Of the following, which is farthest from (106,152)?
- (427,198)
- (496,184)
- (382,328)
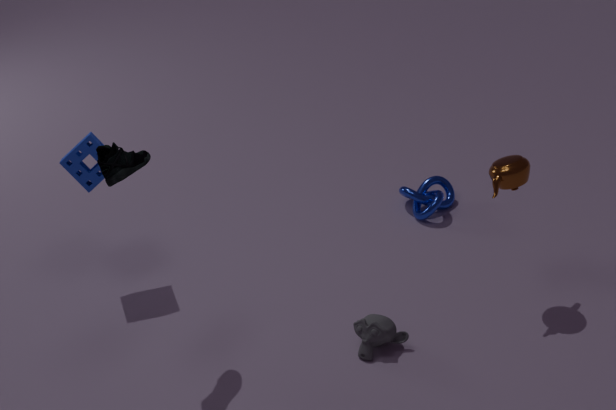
(427,198)
